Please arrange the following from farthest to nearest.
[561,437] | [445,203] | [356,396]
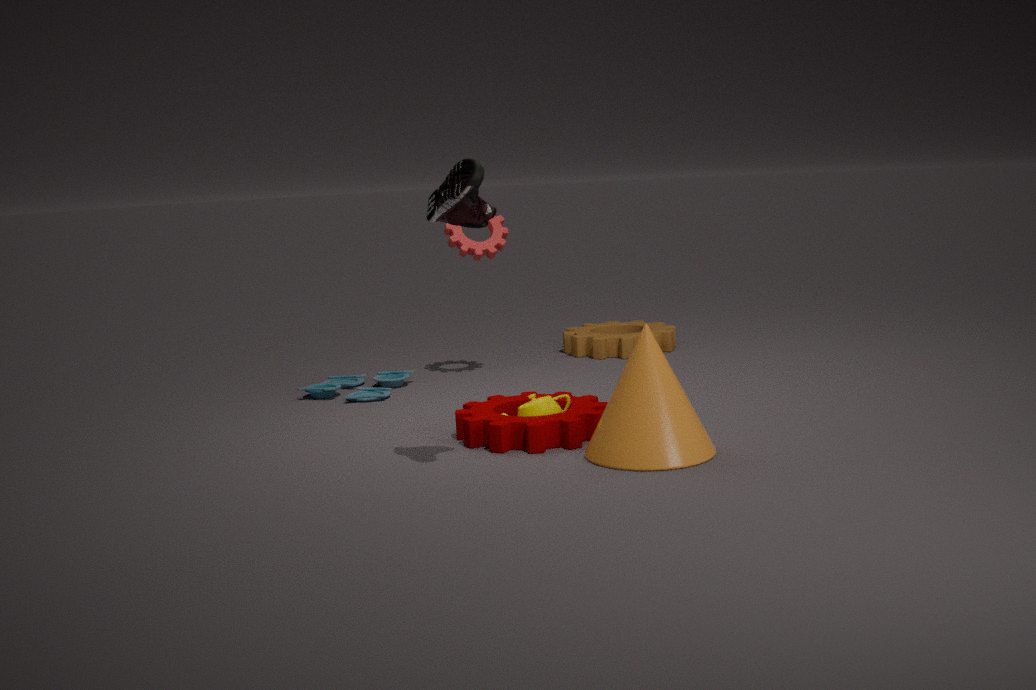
[356,396] → [561,437] → [445,203]
